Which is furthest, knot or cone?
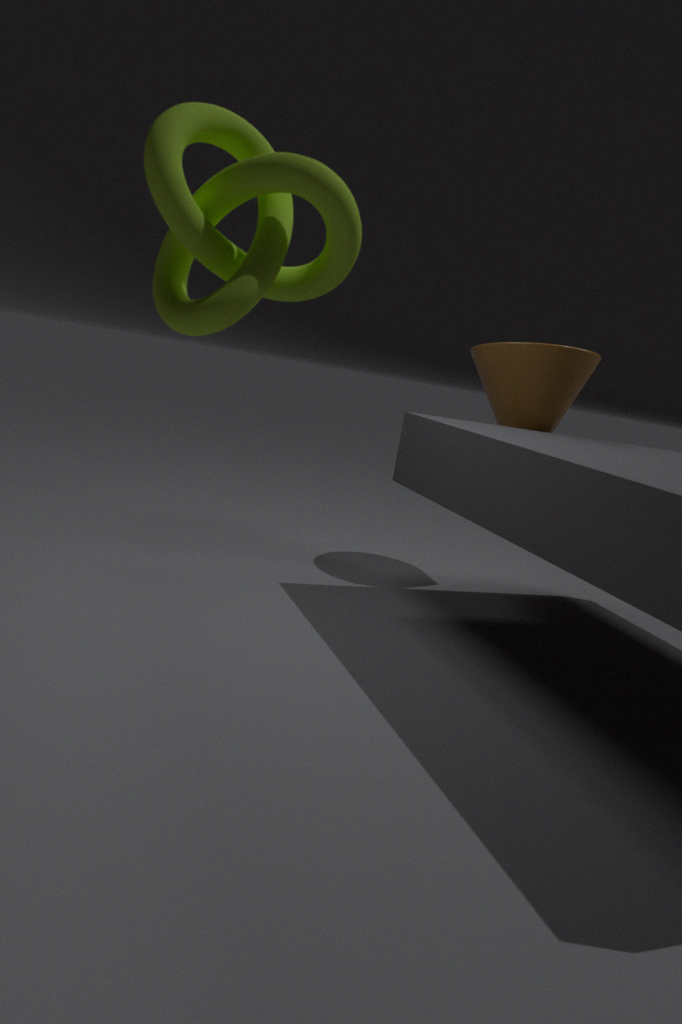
cone
